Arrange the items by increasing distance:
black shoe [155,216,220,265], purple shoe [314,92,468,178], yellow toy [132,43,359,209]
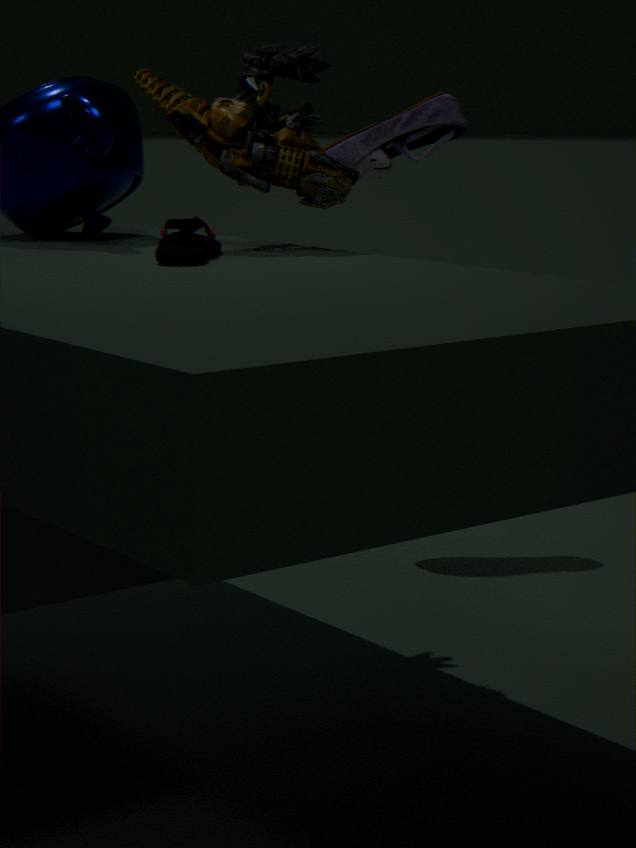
black shoe [155,216,220,265], yellow toy [132,43,359,209], purple shoe [314,92,468,178]
